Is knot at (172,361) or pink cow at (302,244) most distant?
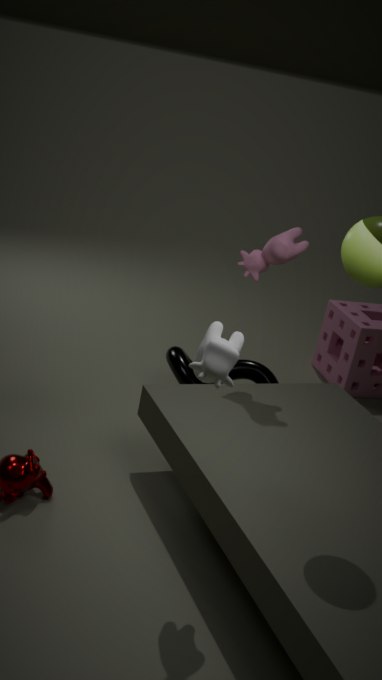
knot at (172,361)
